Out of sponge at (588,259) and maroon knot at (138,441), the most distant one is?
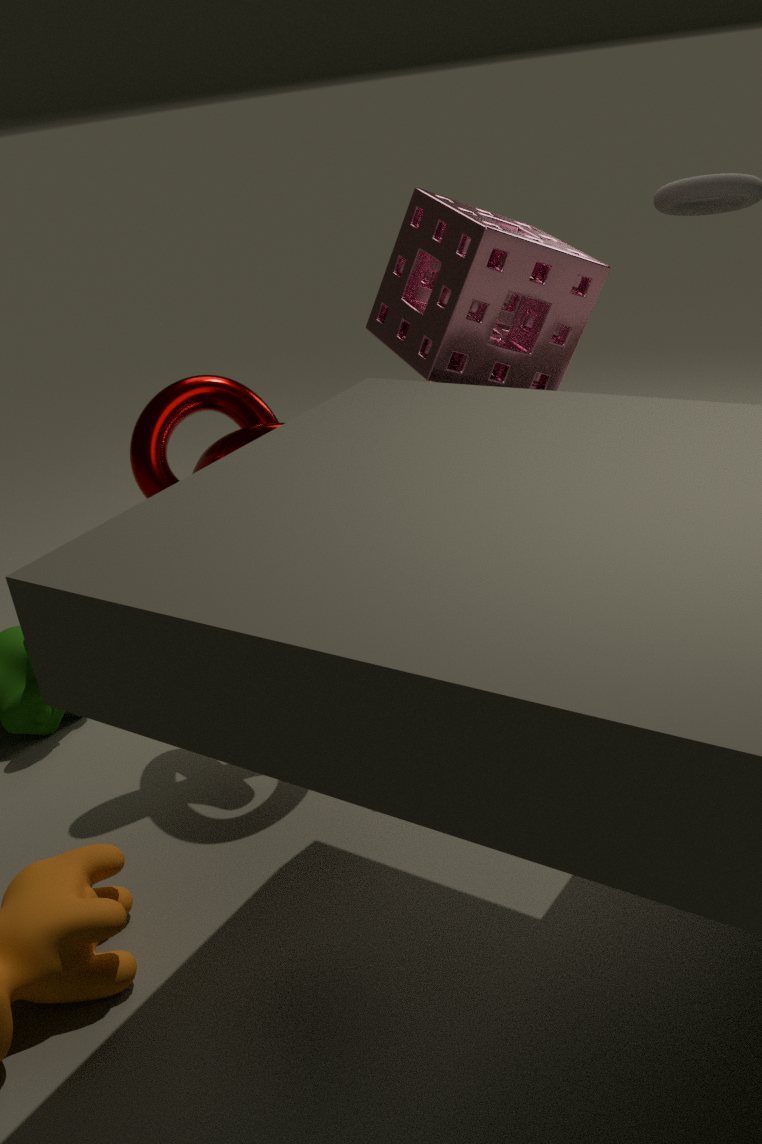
maroon knot at (138,441)
